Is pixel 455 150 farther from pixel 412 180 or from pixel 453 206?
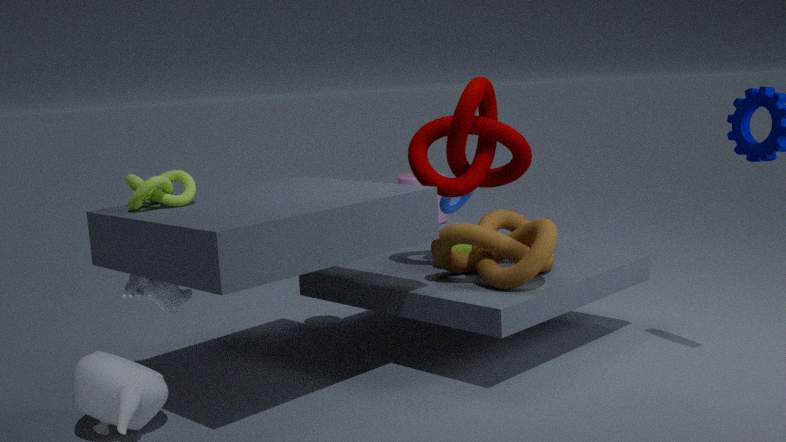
pixel 412 180
